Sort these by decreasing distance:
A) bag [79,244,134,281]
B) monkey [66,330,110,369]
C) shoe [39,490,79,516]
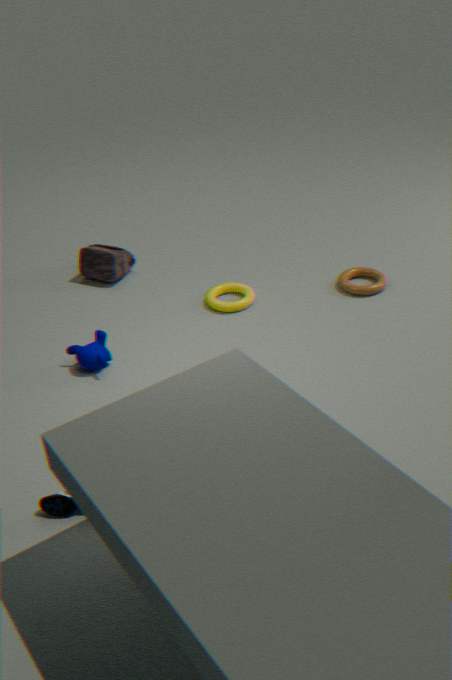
bag [79,244,134,281] → monkey [66,330,110,369] → shoe [39,490,79,516]
